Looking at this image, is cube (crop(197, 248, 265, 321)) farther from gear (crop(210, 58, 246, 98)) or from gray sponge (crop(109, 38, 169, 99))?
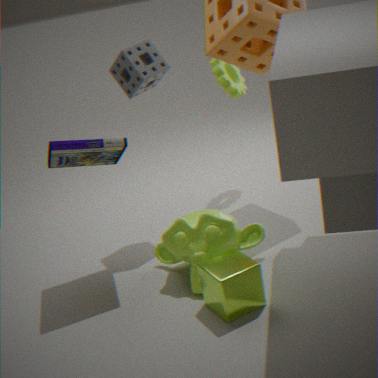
gear (crop(210, 58, 246, 98))
